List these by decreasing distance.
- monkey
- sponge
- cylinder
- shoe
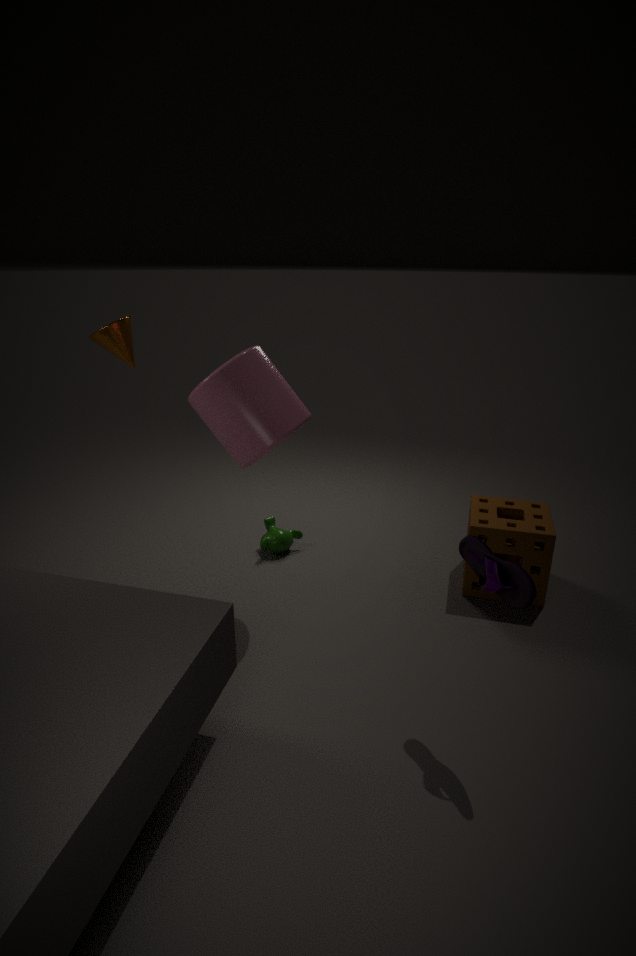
monkey < sponge < cylinder < shoe
